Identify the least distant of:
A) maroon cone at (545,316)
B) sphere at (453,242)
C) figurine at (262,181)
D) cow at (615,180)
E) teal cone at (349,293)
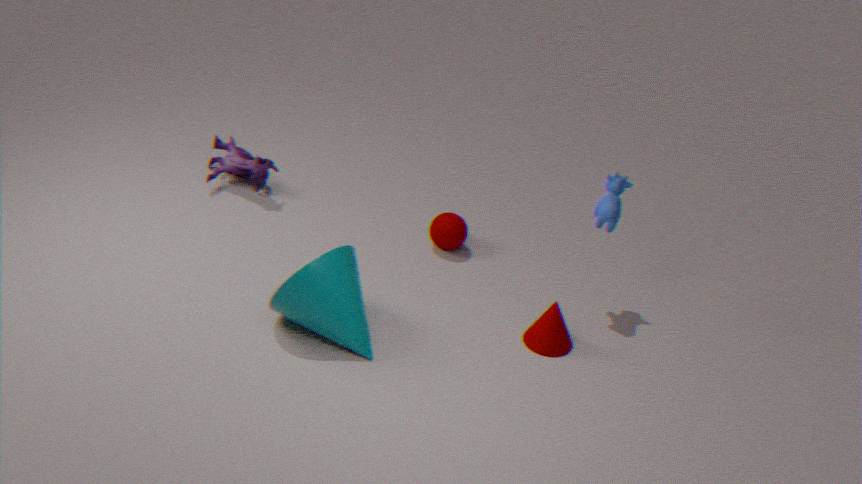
teal cone at (349,293)
